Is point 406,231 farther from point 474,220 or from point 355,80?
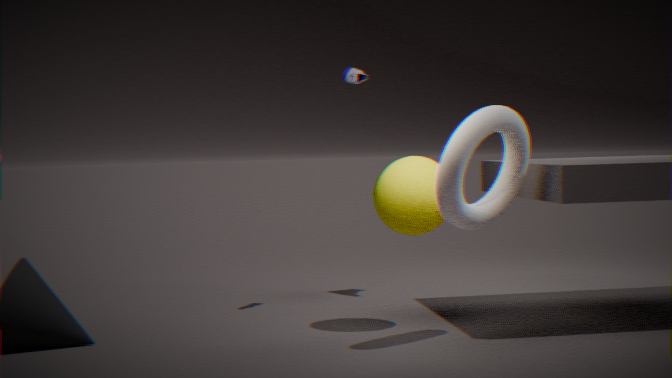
point 355,80
